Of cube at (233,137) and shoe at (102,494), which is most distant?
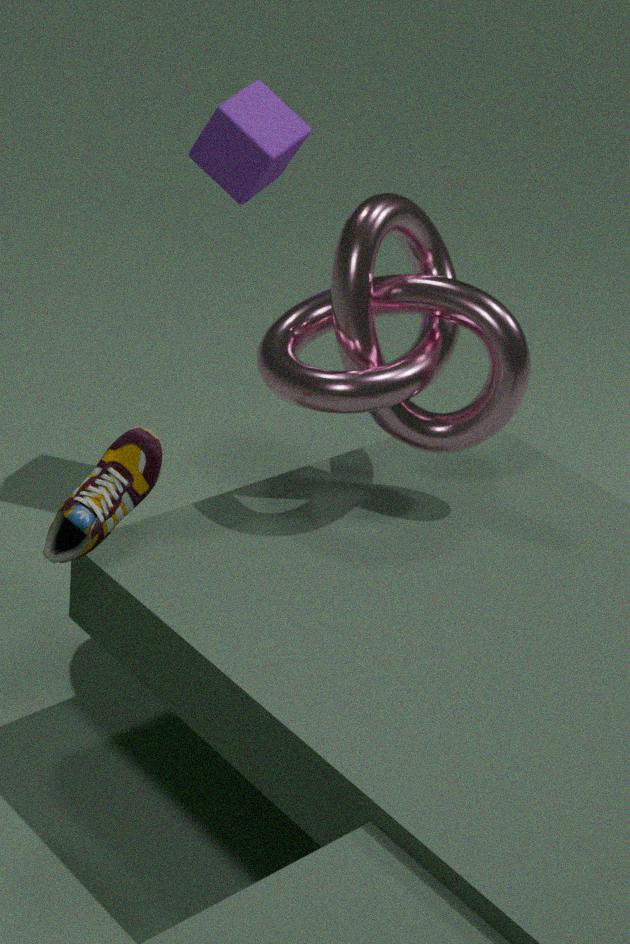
cube at (233,137)
